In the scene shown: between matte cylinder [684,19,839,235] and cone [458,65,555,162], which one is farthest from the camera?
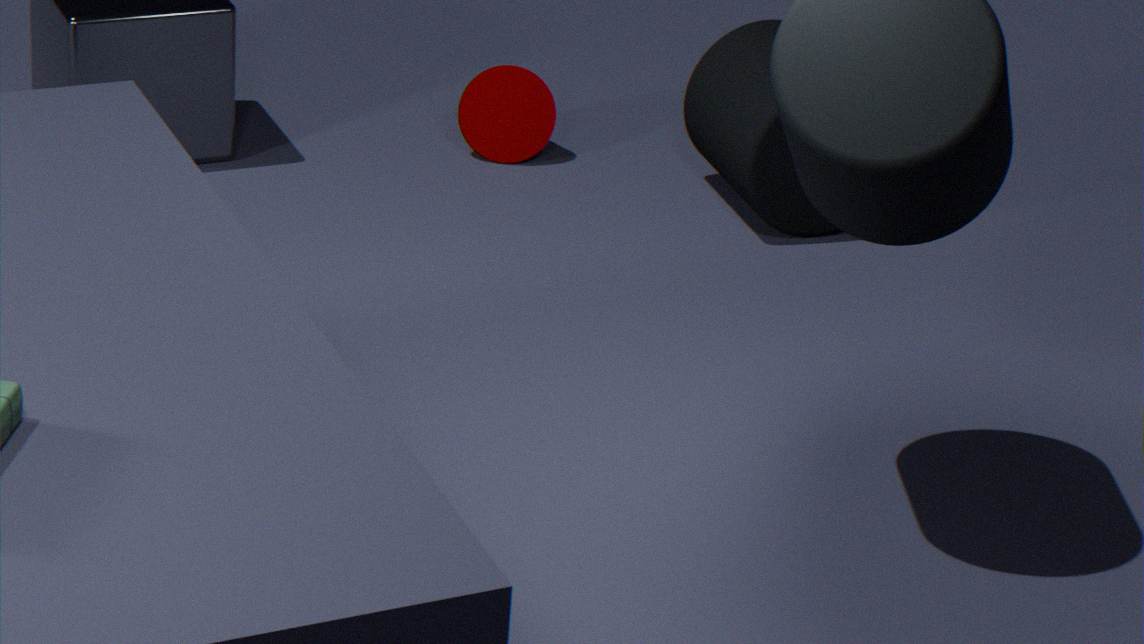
cone [458,65,555,162]
